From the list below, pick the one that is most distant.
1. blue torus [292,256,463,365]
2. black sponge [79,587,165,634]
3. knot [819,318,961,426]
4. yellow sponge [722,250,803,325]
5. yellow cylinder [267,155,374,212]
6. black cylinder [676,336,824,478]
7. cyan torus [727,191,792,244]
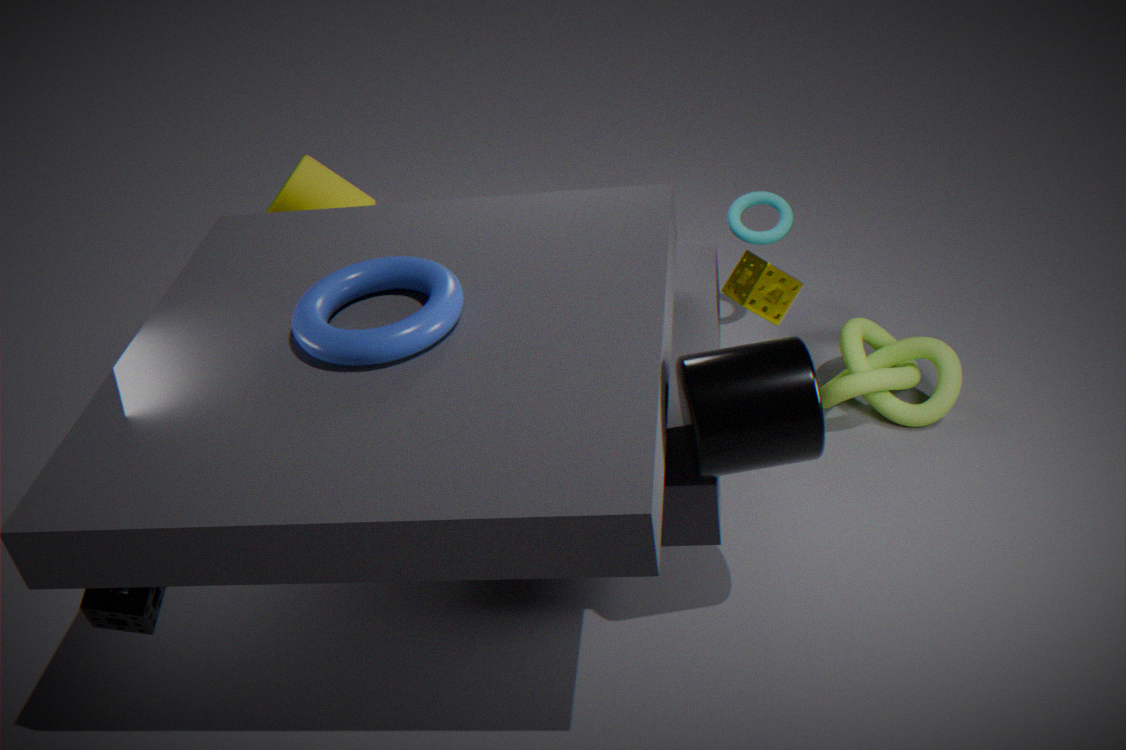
yellow cylinder [267,155,374,212]
